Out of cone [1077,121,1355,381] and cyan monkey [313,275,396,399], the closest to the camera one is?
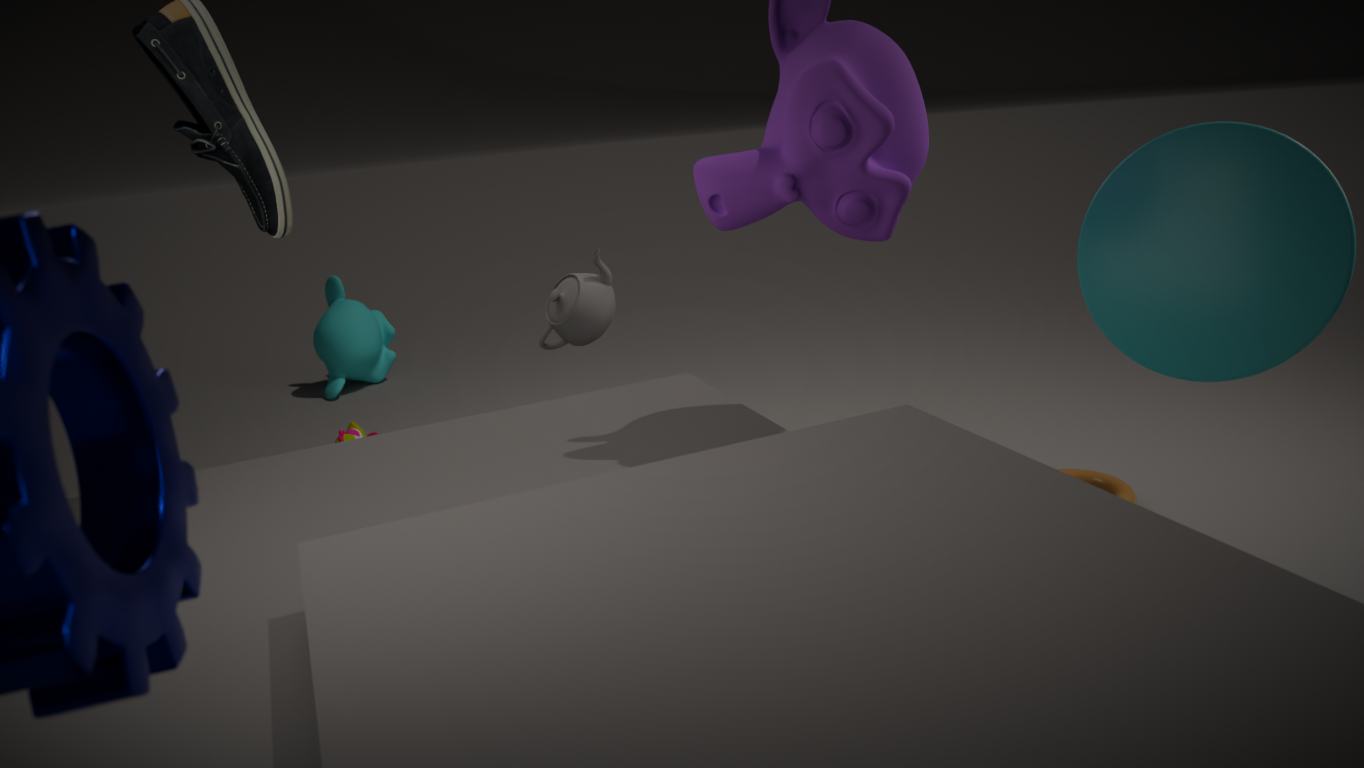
cone [1077,121,1355,381]
